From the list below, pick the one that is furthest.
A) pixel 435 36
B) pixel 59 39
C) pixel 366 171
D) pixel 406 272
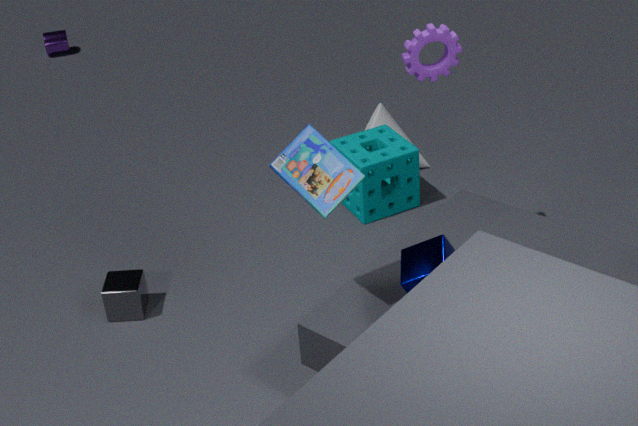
pixel 59 39
